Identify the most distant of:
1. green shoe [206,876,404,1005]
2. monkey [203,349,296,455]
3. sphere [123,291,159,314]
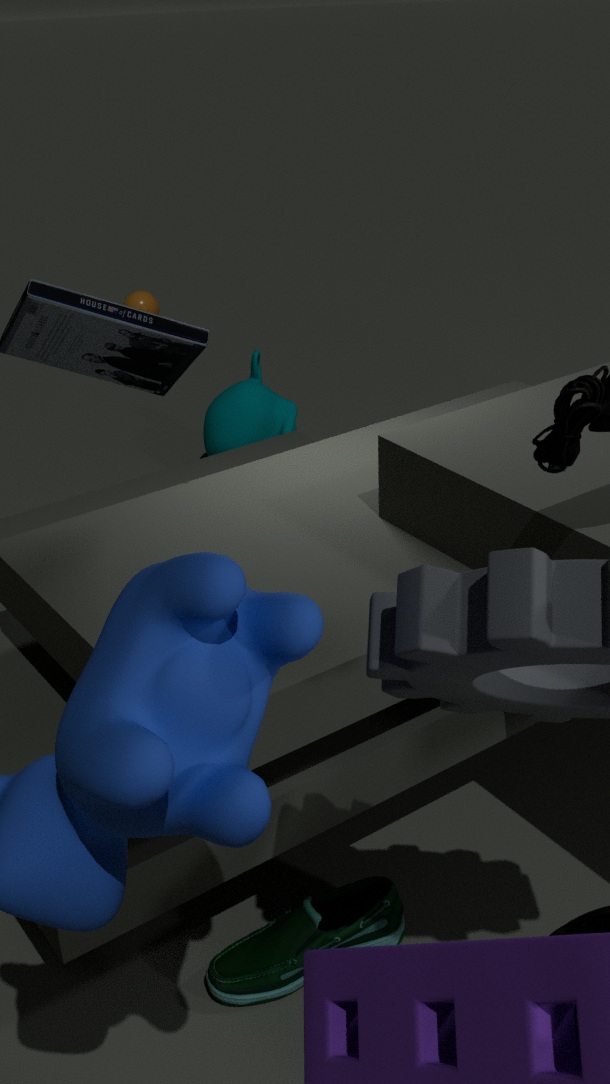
sphere [123,291,159,314]
